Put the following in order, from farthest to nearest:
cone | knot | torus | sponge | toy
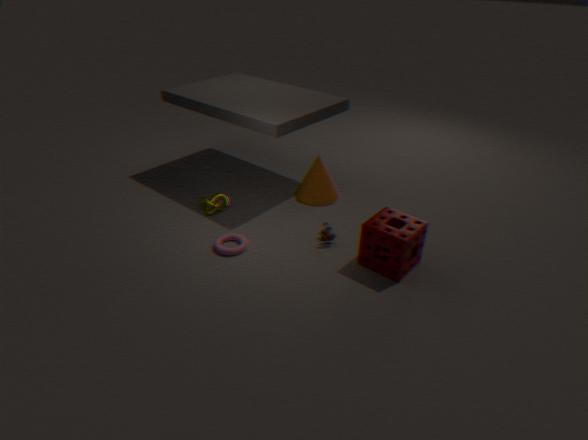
cone < knot < toy < torus < sponge
